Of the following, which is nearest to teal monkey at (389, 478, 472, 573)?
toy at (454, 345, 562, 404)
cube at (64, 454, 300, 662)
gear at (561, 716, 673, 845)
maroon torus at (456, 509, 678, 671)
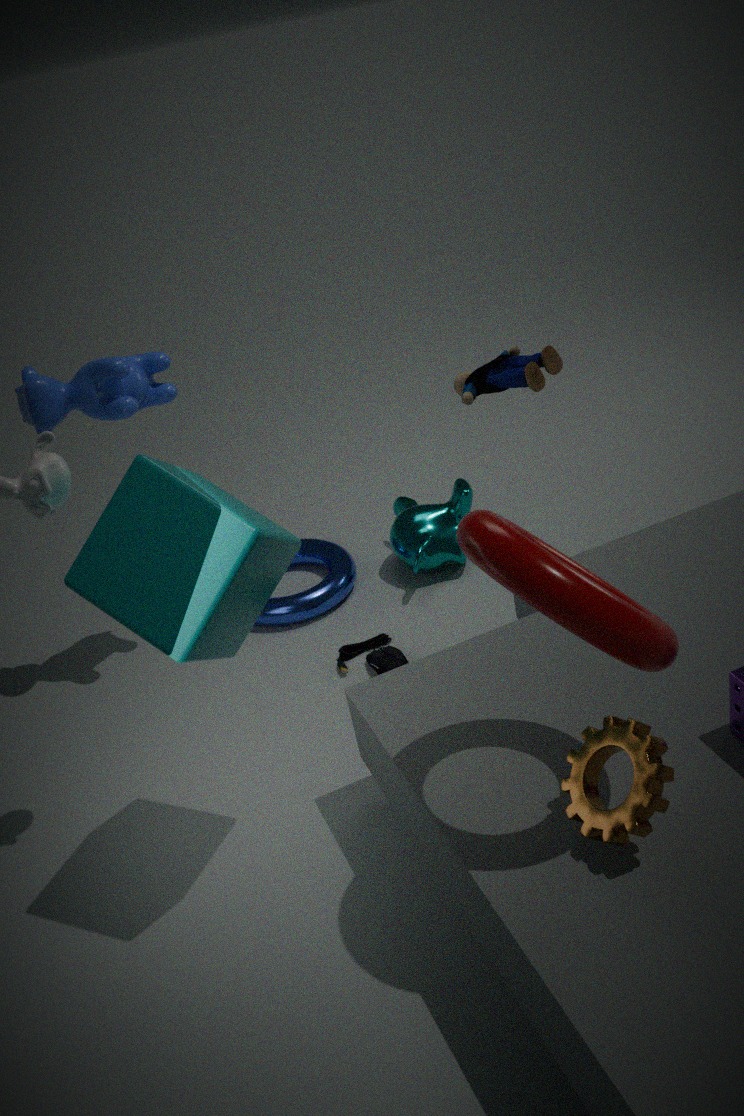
toy at (454, 345, 562, 404)
